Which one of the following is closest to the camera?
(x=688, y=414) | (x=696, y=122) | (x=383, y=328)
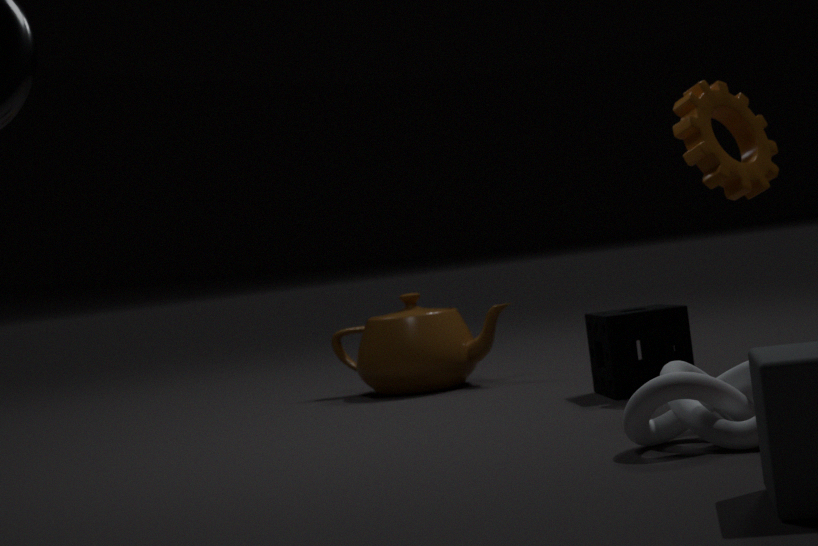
(x=688, y=414)
